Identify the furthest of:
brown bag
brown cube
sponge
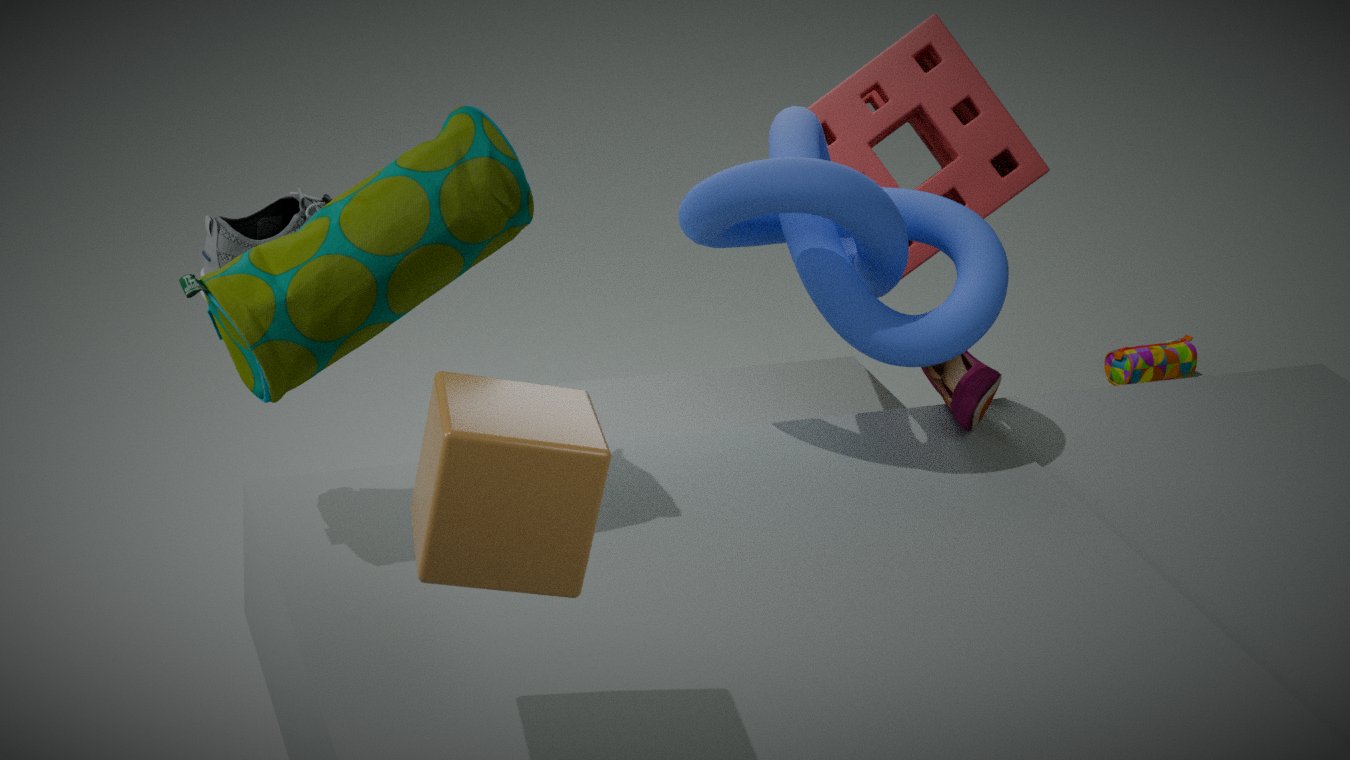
brown bag
